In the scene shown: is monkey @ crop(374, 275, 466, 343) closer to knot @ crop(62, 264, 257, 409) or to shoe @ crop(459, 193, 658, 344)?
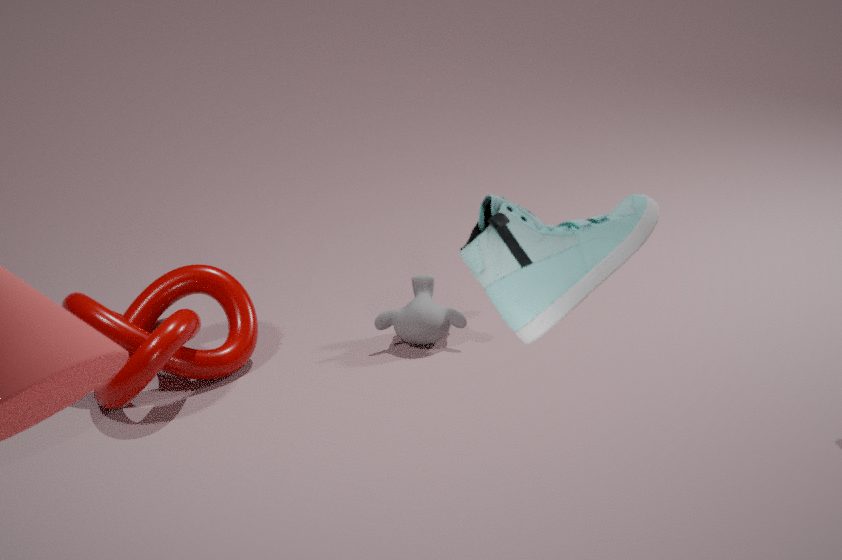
knot @ crop(62, 264, 257, 409)
